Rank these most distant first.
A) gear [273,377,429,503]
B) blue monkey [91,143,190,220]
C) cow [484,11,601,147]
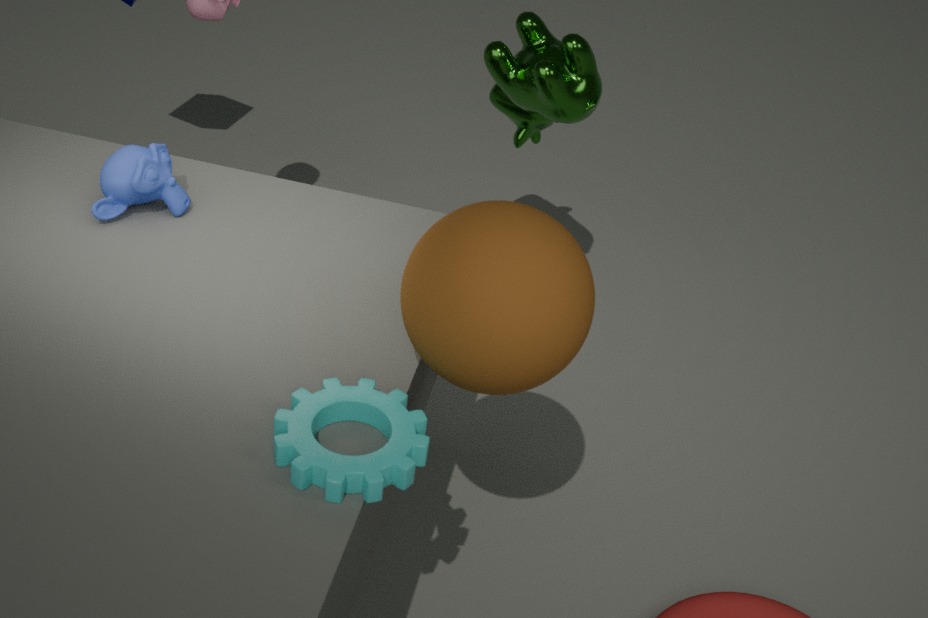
1. cow [484,11,601,147]
2. blue monkey [91,143,190,220]
3. gear [273,377,429,503]
